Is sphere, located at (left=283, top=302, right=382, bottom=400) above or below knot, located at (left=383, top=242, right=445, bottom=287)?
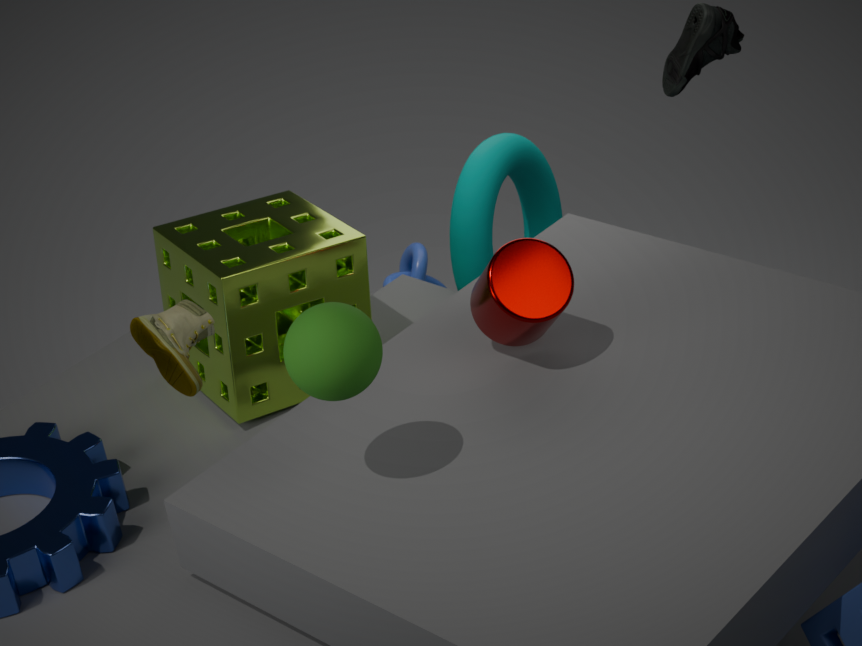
above
